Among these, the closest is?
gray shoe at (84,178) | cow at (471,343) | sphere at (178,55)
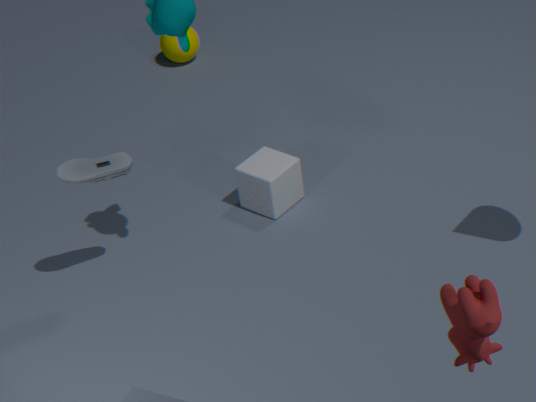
cow at (471,343)
